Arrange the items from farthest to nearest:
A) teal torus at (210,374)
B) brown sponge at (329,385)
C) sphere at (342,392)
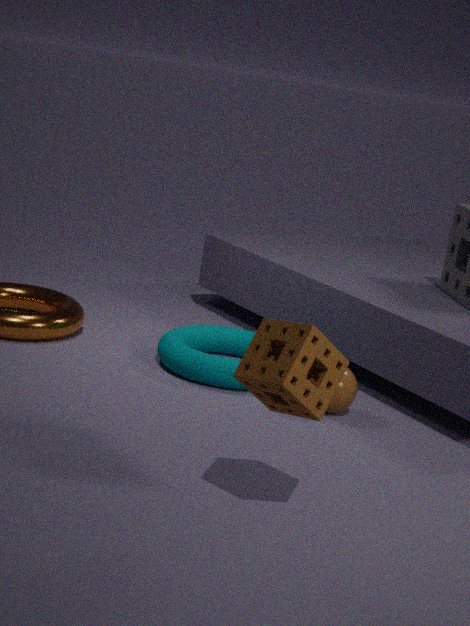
teal torus at (210,374) → sphere at (342,392) → brown sponge at (329,385)
